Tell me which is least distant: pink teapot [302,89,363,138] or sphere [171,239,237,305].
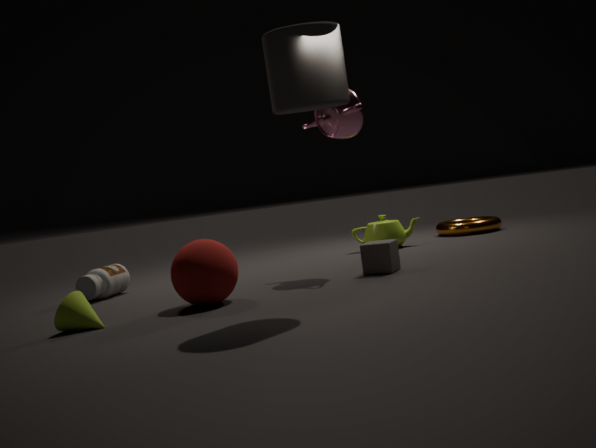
sphere [171,239,237,305]
